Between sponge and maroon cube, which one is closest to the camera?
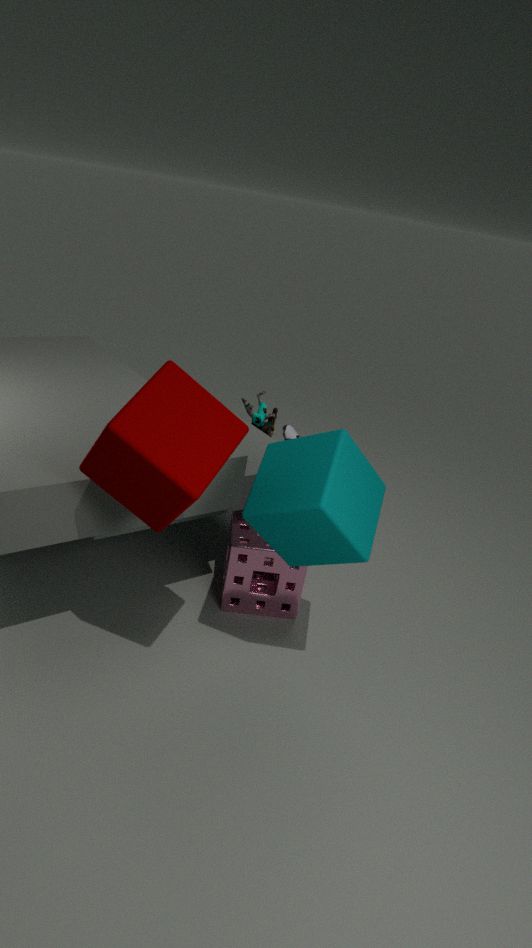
maroon cube
